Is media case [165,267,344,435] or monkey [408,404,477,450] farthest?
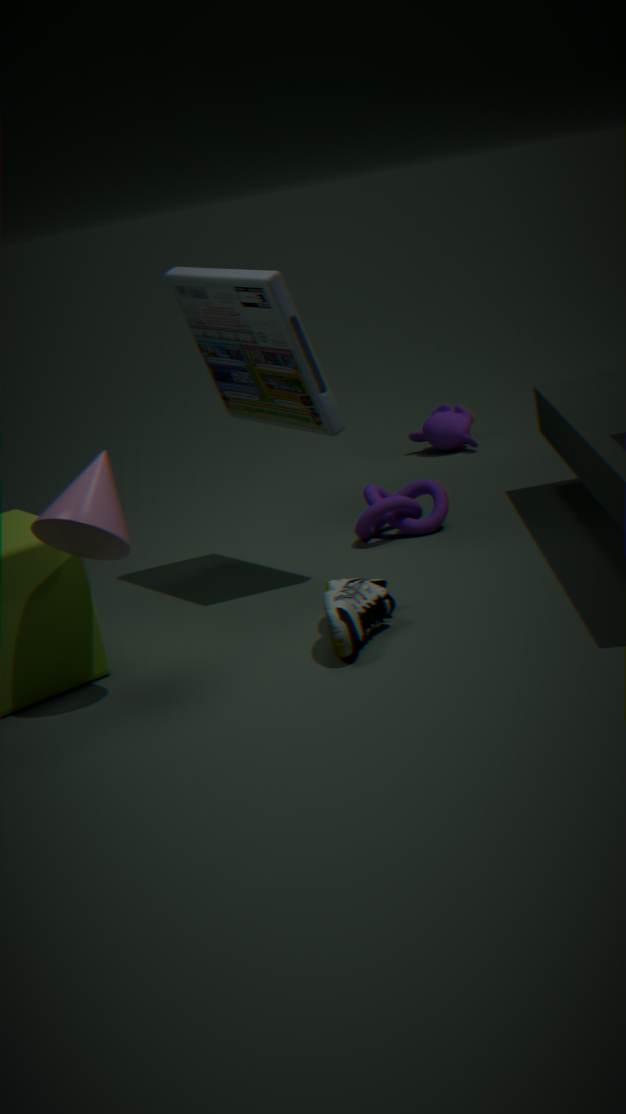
monkey [408,404,477,450]
